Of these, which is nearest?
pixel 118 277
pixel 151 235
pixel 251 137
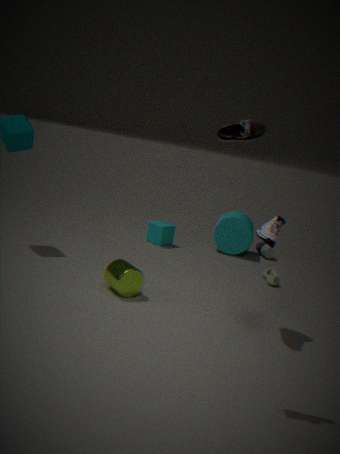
pixel 251 137
